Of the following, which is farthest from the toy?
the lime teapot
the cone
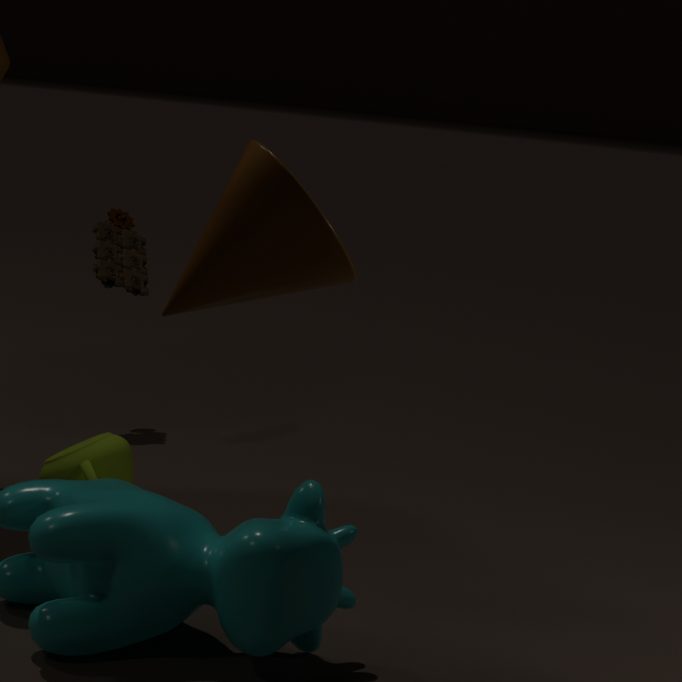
the cone
